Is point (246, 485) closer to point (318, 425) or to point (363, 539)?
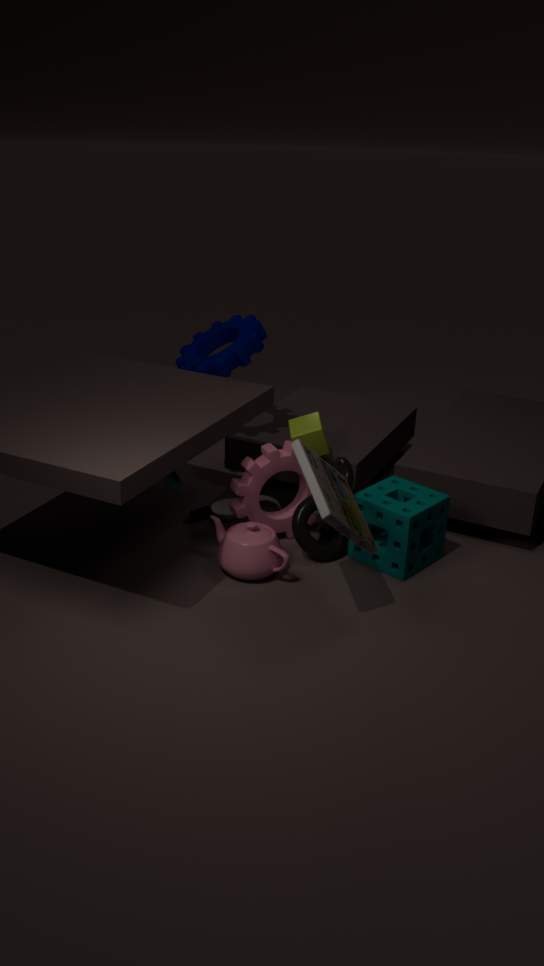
point (318, 425)
